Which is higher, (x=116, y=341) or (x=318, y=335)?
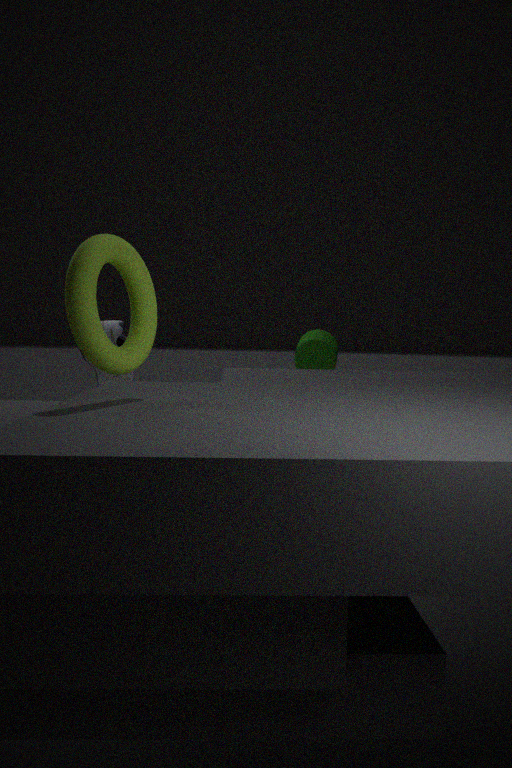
(x=318, y=335)
